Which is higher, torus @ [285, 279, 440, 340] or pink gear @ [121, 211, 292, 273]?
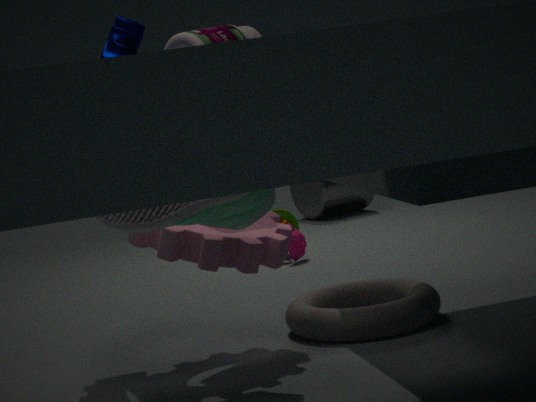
pink gear @ [121, 211, 292, 273]
